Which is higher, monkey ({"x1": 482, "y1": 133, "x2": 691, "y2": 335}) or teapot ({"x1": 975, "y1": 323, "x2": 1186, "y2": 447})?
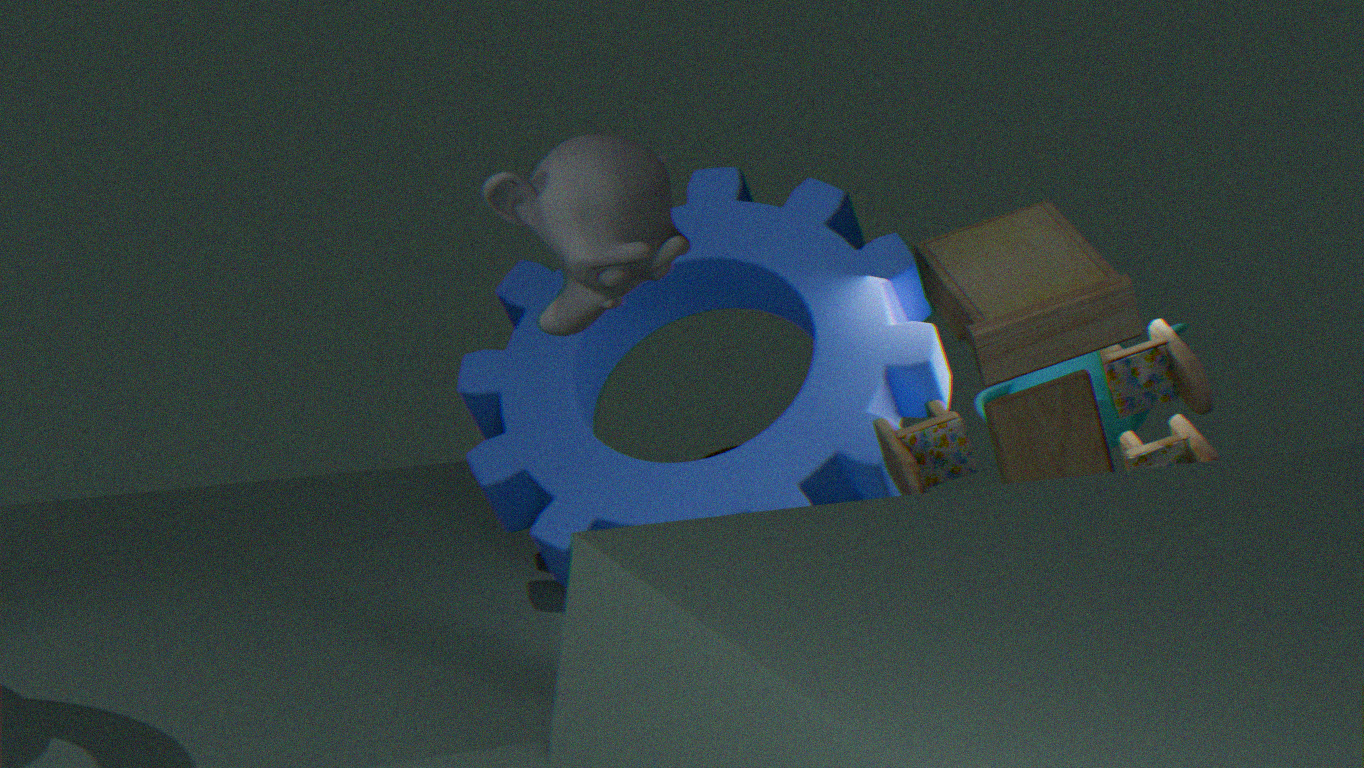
monkey ({"x1": 482, "y1": 133, "x2": 691, "y2": 335})
